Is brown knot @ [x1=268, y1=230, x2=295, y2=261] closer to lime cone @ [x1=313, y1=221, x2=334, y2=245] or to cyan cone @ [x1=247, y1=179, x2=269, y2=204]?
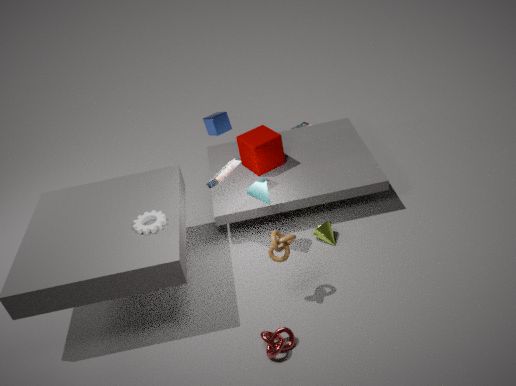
cyan cone @ [x1=247, y1=179, x2=269, y2=204]
